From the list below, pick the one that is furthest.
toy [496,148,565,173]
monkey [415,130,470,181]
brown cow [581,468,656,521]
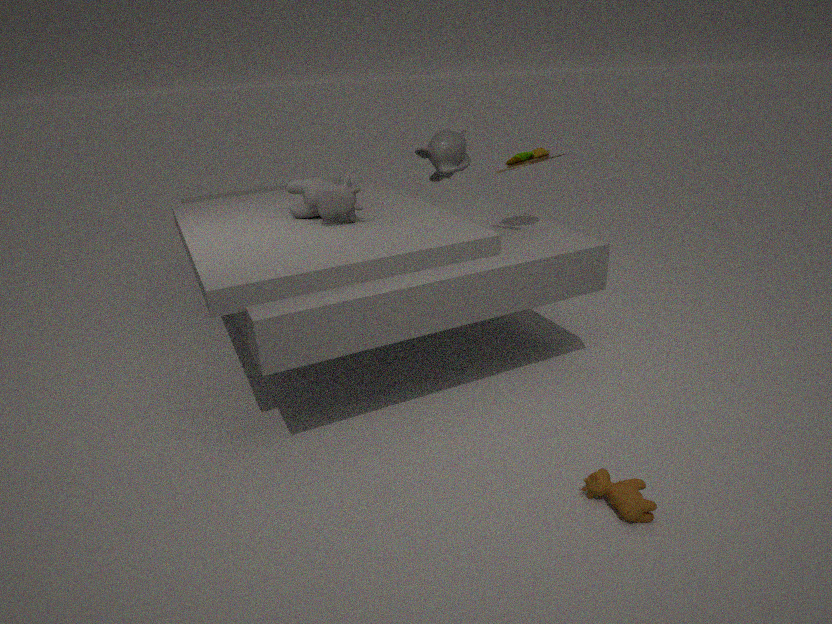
monkey [415,130,470,181]
